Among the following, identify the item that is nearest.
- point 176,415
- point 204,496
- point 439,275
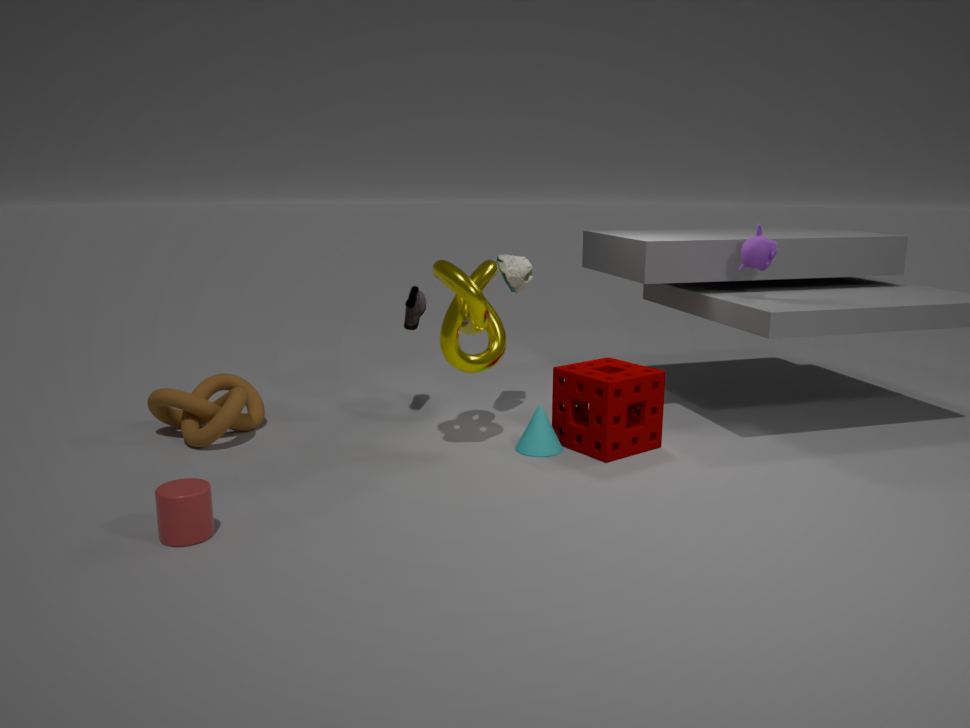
point 204,496
